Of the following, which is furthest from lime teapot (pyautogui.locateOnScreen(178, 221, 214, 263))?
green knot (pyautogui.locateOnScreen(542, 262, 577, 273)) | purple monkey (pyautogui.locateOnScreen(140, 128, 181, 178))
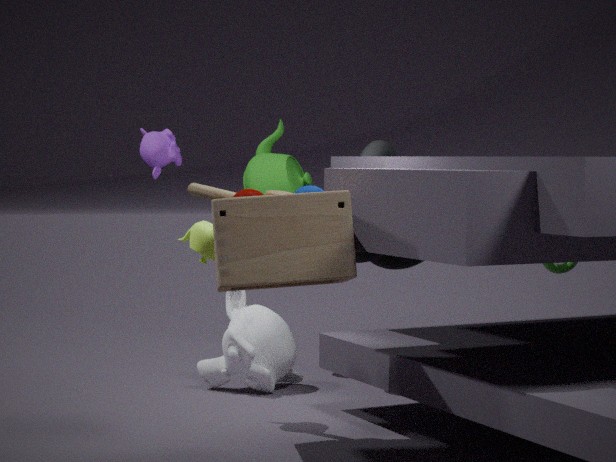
green knot (pyautogui.locateOnScreen(542, 262, 577, 273))
